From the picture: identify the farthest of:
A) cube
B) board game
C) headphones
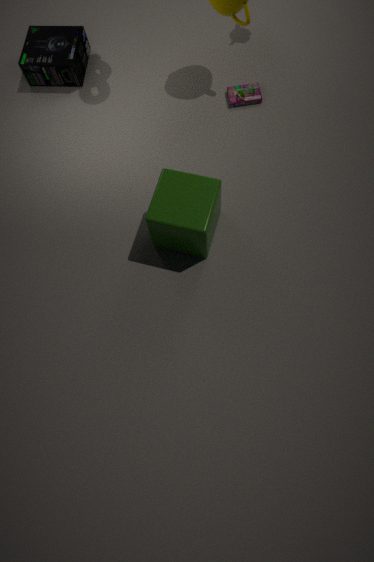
headphones
